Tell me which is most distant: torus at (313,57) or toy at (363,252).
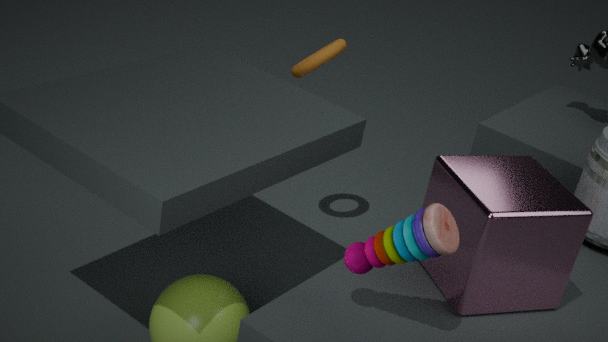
torus at (313,57)
